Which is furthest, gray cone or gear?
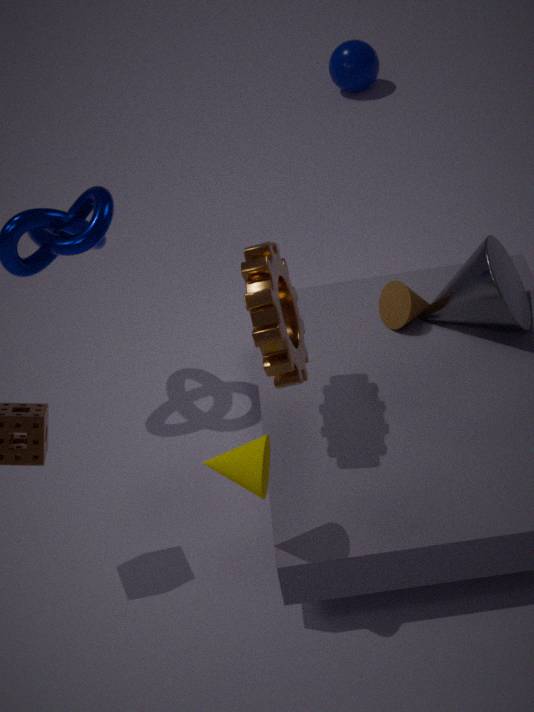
gray cone
